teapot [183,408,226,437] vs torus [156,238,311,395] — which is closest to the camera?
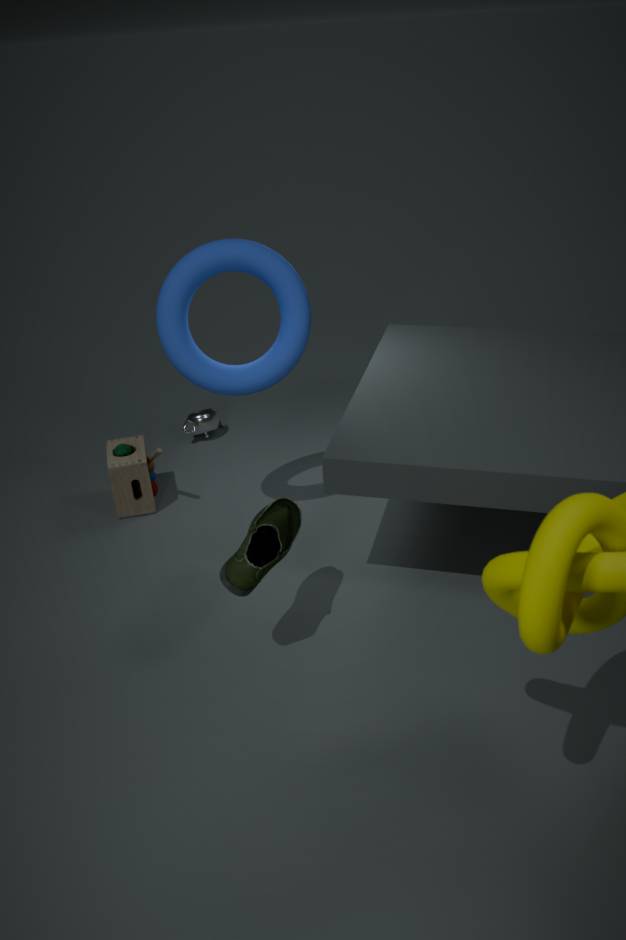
torus [156,238,311,395]
